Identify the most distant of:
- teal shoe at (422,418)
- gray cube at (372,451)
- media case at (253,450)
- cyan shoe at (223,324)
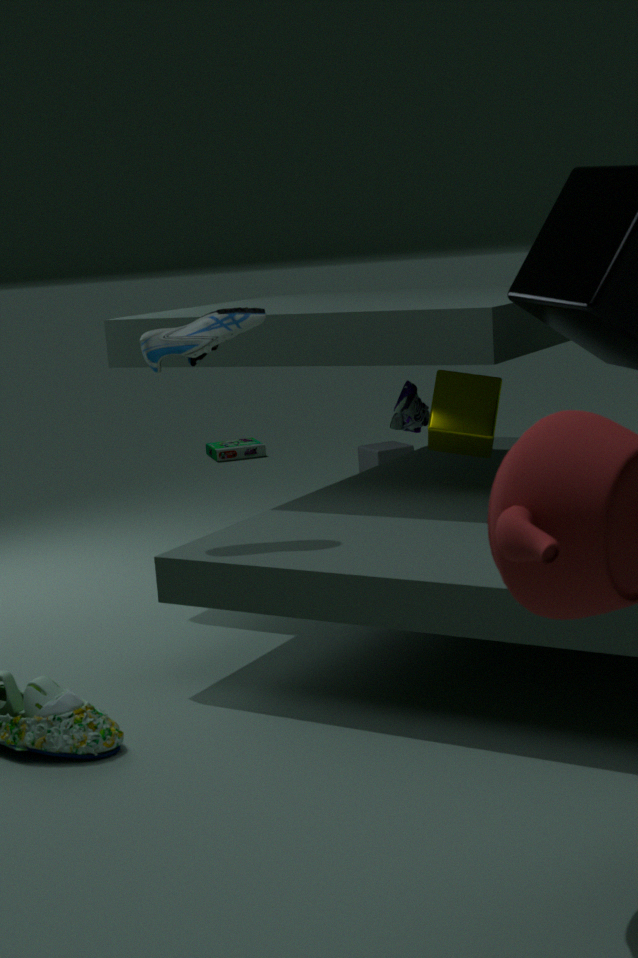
media case at (253,450)
